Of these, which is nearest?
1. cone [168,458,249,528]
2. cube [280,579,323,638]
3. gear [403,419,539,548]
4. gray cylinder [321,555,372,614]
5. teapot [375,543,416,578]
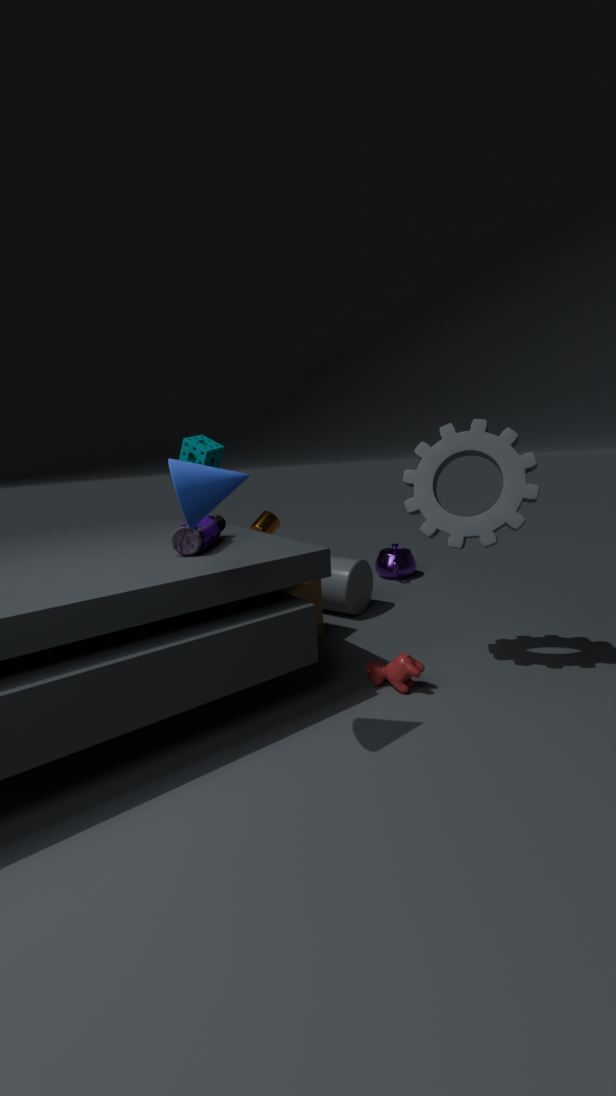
cone [168,458,249,528]
